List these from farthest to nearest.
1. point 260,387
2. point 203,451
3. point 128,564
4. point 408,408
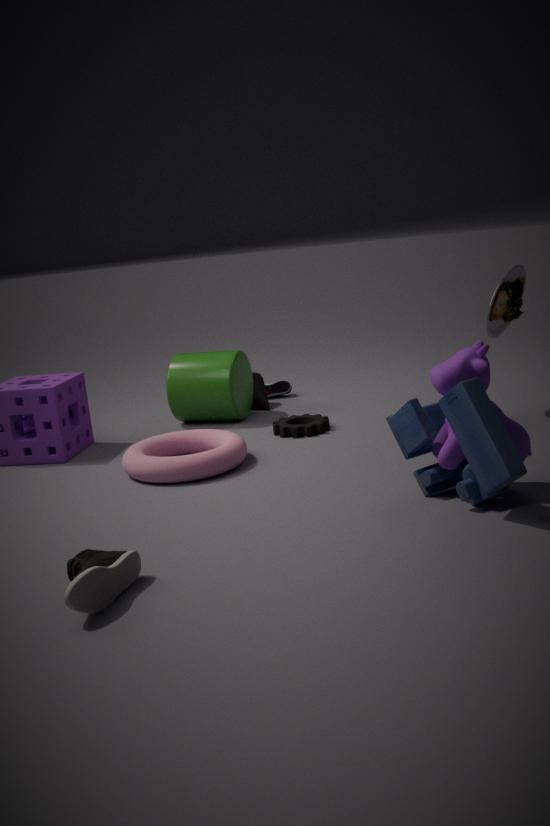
point 260,387 < point 203,451 < point 408,408 < point 128,564
